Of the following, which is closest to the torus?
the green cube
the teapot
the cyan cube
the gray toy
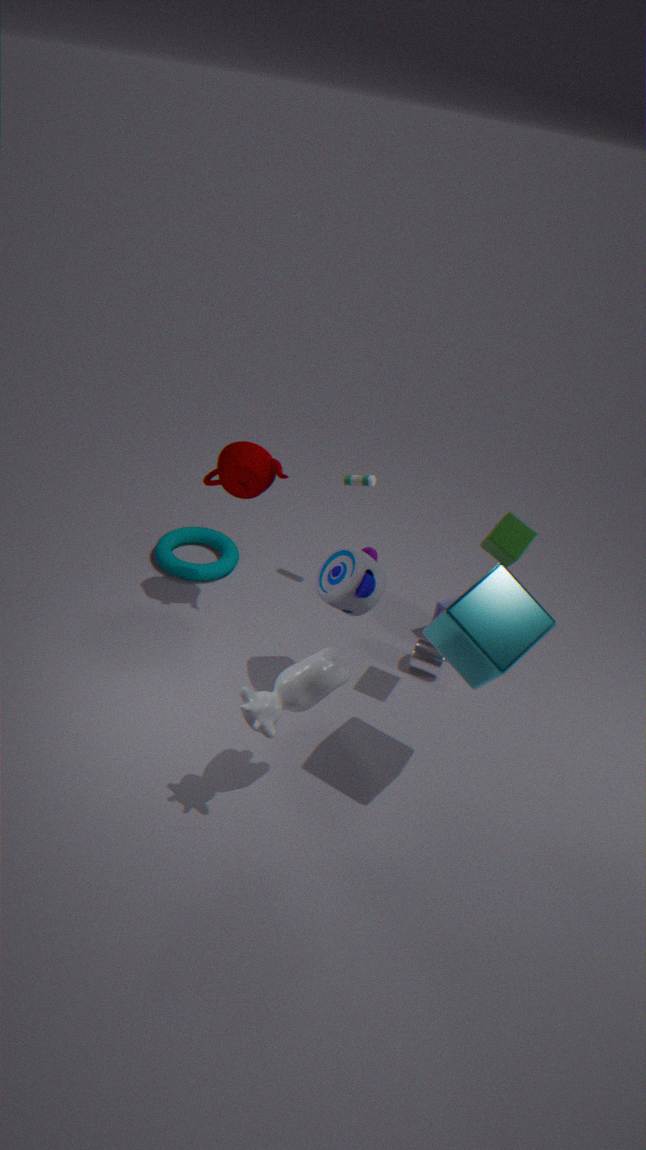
the teapot
